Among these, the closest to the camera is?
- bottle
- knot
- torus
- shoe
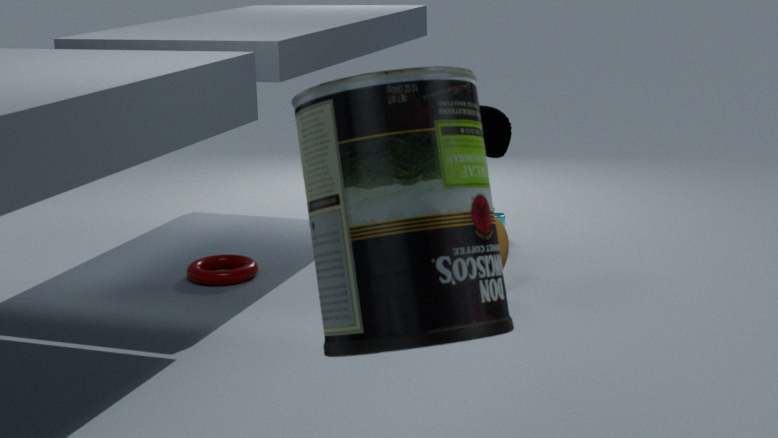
bottle
